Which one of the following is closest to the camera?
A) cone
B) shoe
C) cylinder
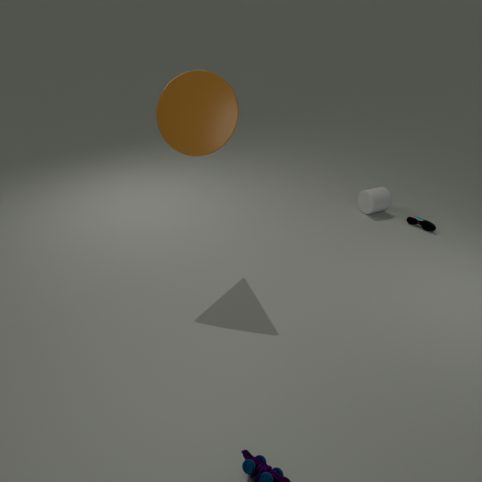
cone
